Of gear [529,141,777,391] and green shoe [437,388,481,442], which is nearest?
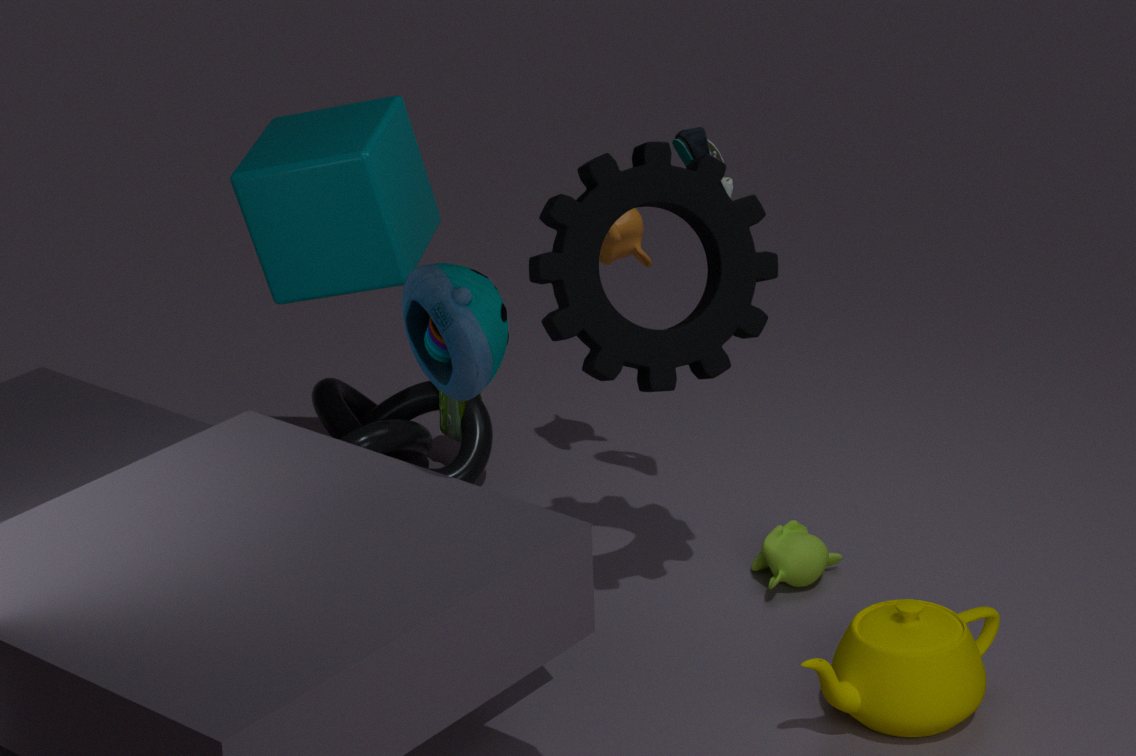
gear [529,141,777,391]
